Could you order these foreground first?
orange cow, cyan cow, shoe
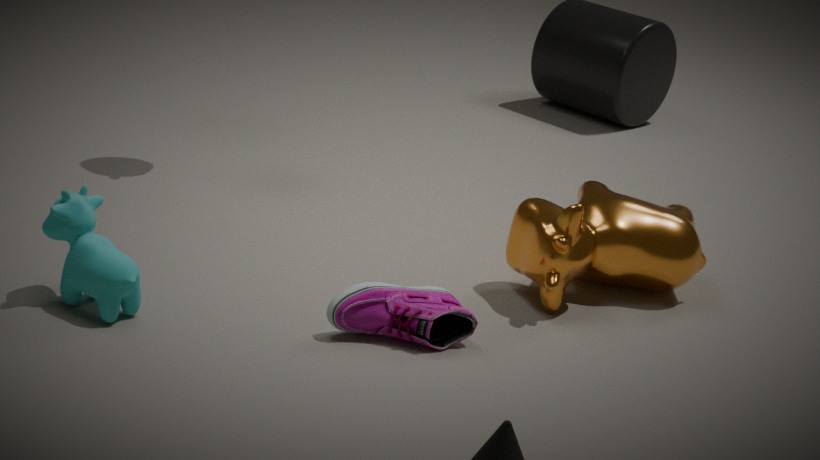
cyan cow → shoe → orange cow
